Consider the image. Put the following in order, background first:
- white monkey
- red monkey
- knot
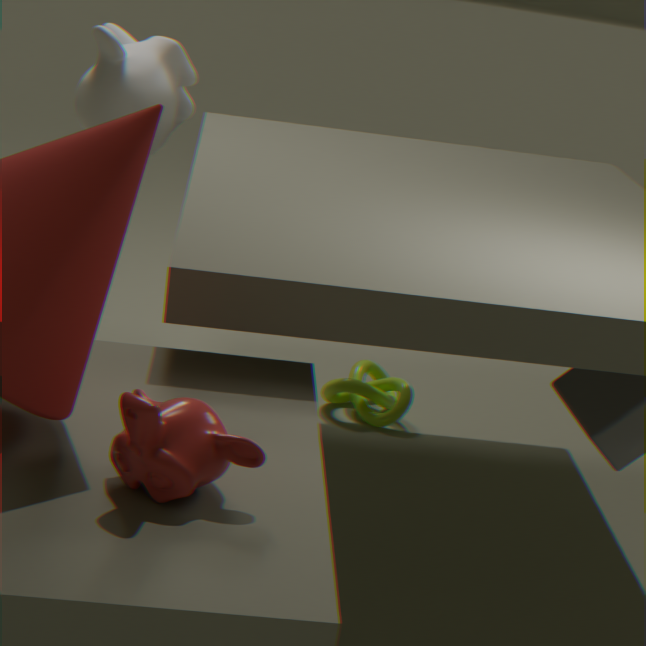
knot, white monkey, red monkey
